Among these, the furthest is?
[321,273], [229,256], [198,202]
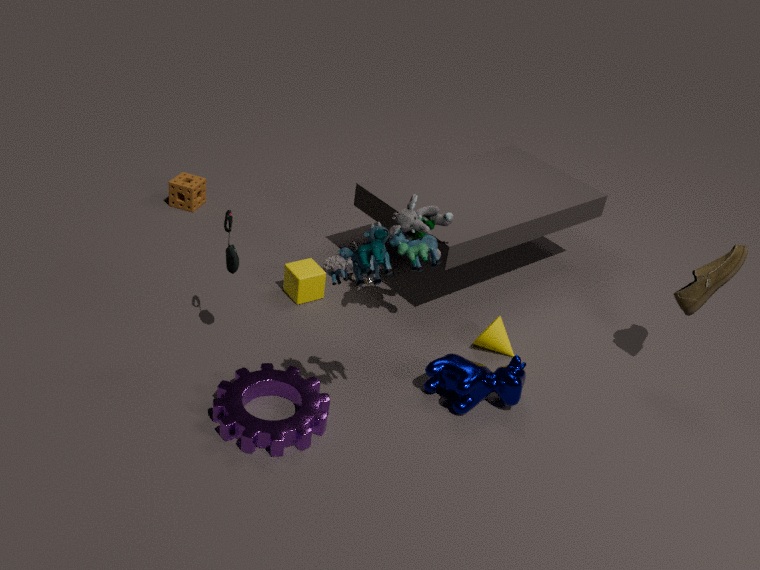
[198,202]
